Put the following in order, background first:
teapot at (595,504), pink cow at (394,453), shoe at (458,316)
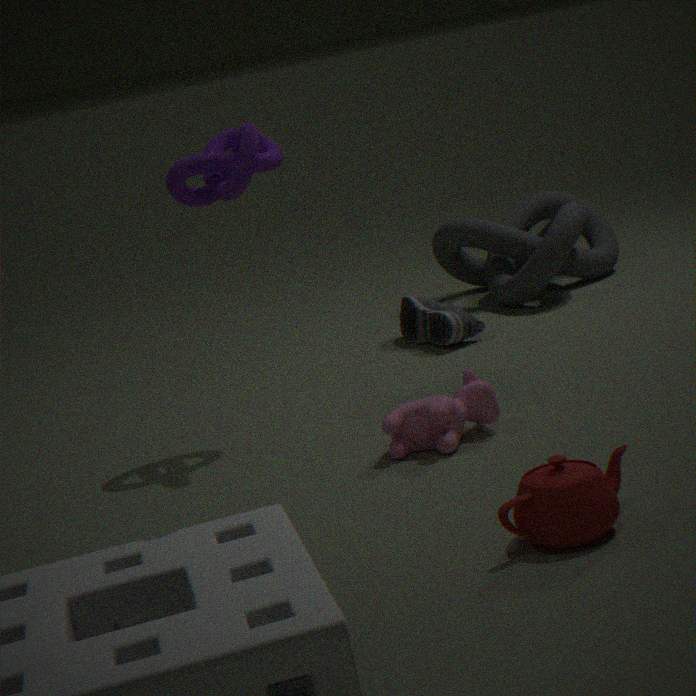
1. shoe at (458,316)
2. pink cow at (394,453)
3. teapot at (595,504)
